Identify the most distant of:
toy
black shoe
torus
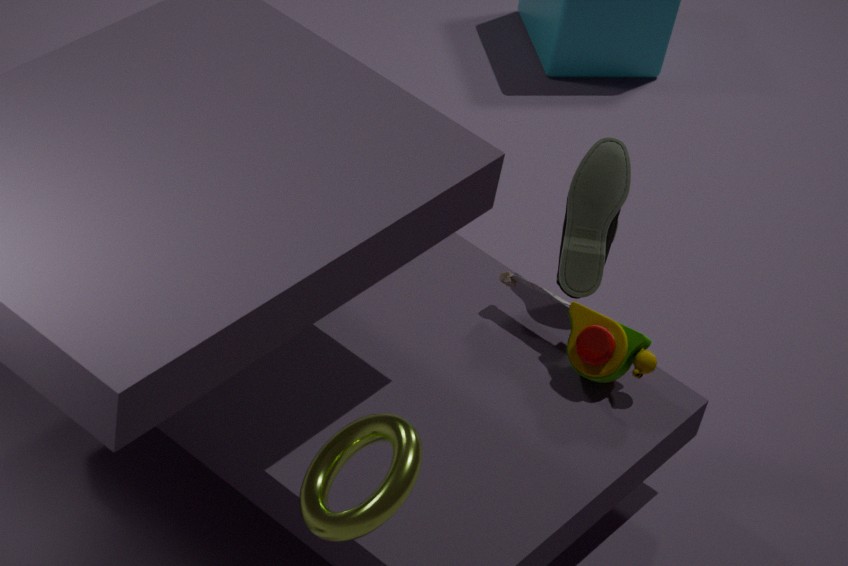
black shoe
